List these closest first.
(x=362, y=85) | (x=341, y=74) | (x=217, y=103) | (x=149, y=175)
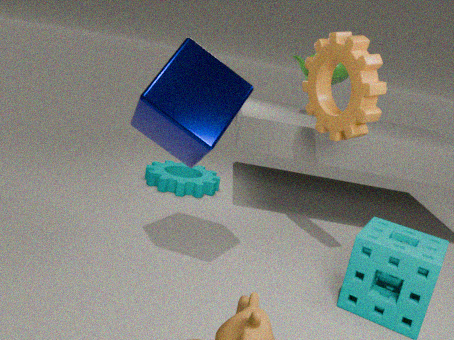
1. (x=217, y=103)
2. (x=362, y=85)
3. (x=341, y=74)
4. (x=149, y=175)
